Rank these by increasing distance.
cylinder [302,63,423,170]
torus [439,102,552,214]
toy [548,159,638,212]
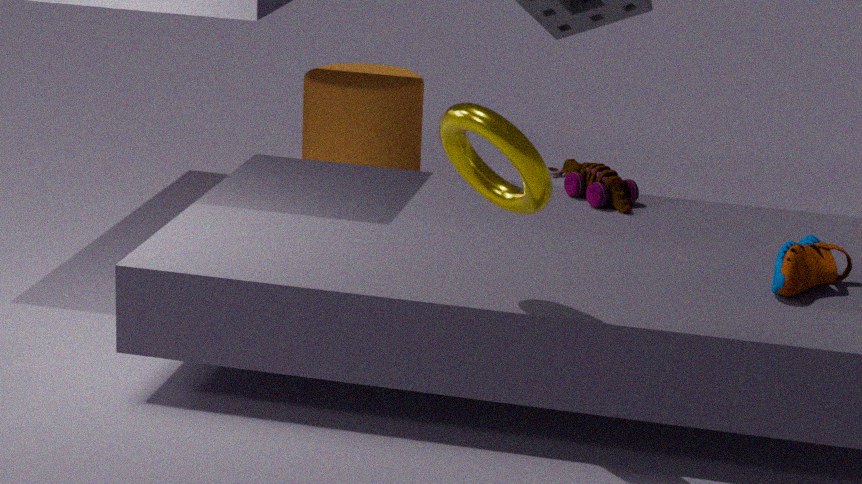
torus [439,102,552,214]
toy [548,159,638,212]
cylinder [302,63,423,170]
